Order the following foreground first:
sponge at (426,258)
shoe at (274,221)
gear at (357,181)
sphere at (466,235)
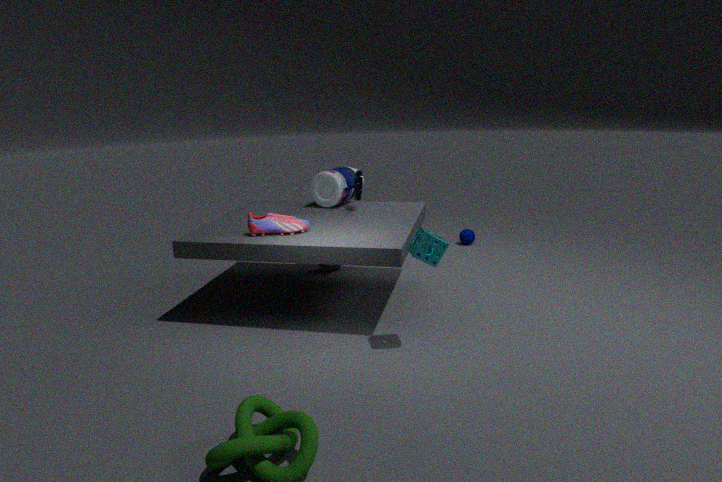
sponge at (426,258), shoe at (274,221), gear at (357,181), sphere at (466,235)
